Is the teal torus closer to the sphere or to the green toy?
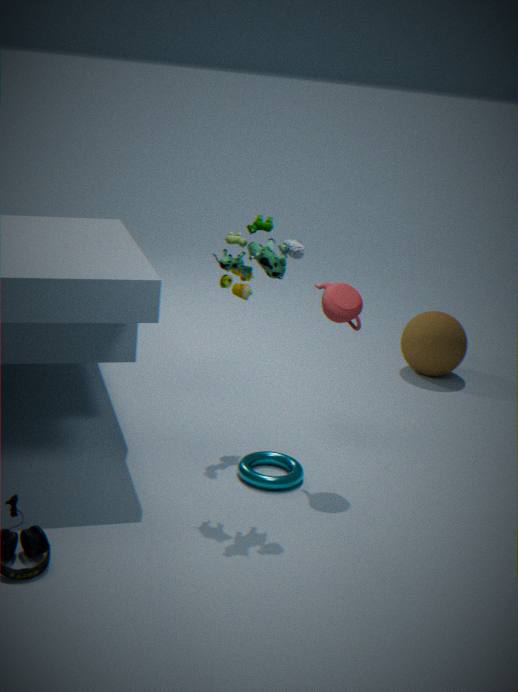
the green toy
